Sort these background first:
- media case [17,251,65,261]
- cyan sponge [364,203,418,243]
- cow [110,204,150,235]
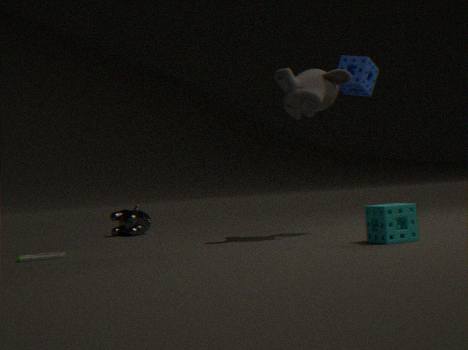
1. cow [110,204,150,235]
2. media case [17,251,65,261]
3. cyan sponge [364,203,418,243]
